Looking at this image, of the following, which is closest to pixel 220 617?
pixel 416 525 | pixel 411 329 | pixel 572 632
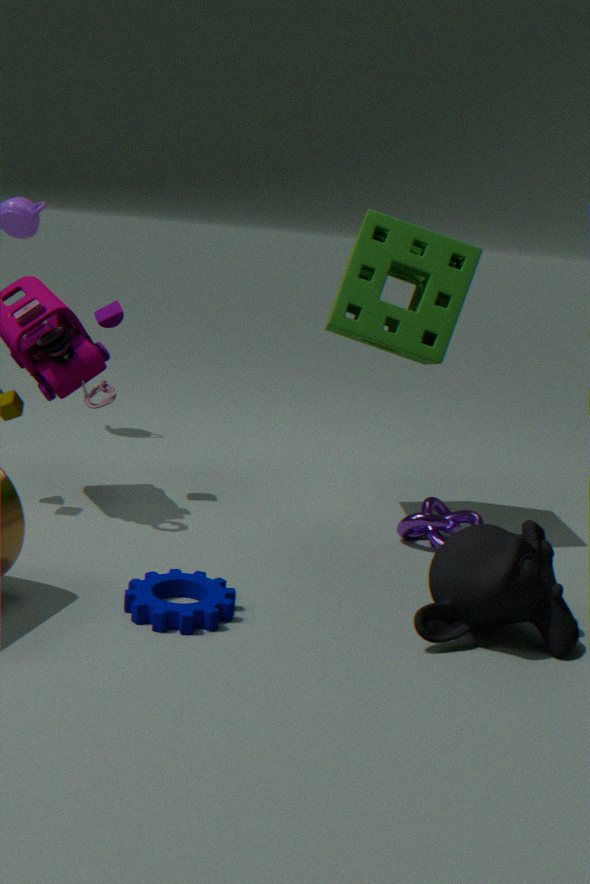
pixel 572 632
